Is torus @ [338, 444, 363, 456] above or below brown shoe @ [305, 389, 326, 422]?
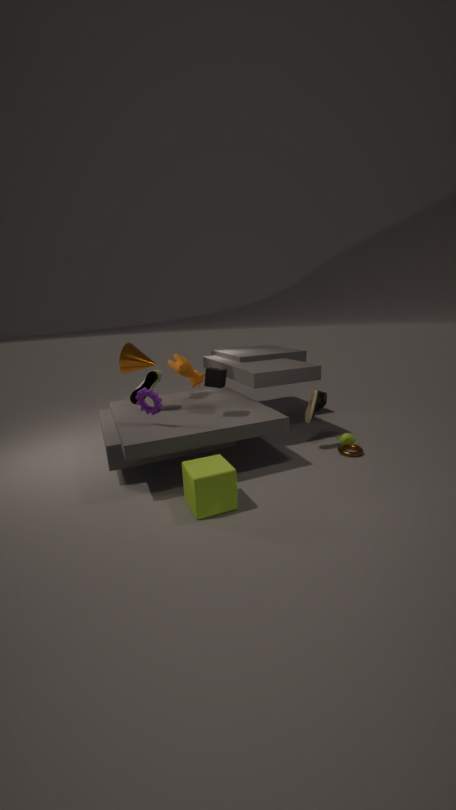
below
